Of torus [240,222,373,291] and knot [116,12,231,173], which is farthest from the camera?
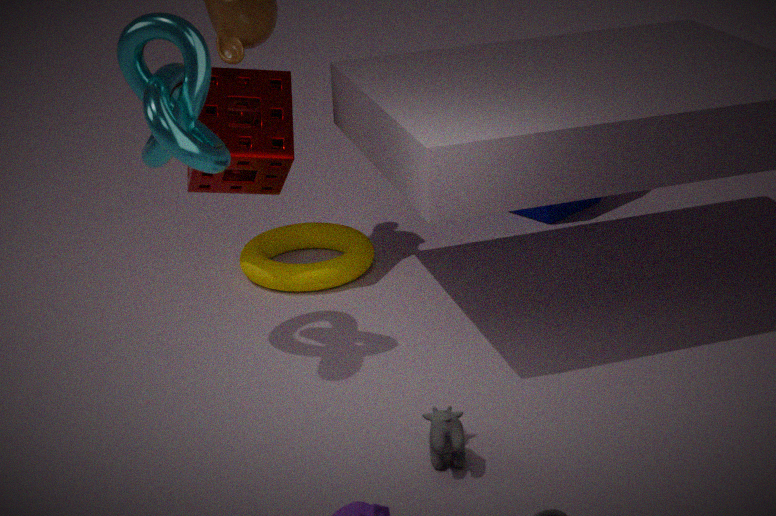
torus [240,222,373,291]
